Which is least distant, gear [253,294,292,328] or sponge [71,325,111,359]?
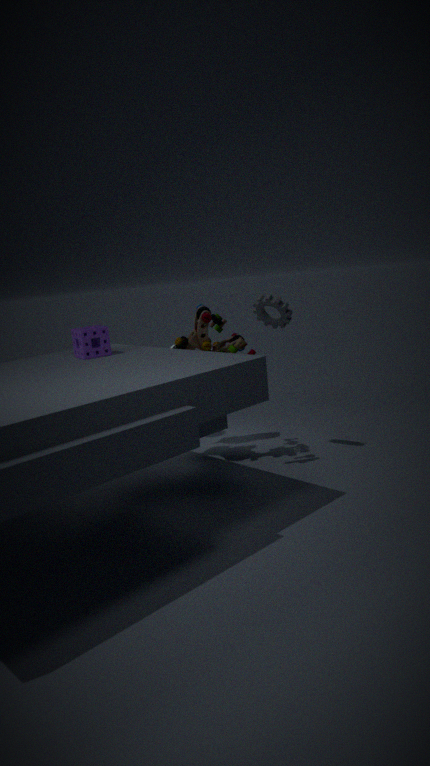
sponge [71,325,111,359]
